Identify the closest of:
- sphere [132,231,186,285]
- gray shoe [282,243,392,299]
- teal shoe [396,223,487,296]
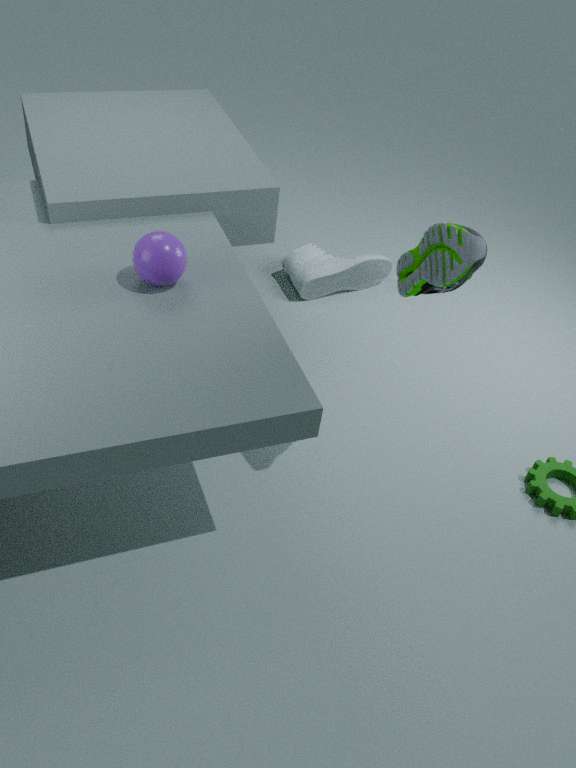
teal shoe [396,223,487,296]
